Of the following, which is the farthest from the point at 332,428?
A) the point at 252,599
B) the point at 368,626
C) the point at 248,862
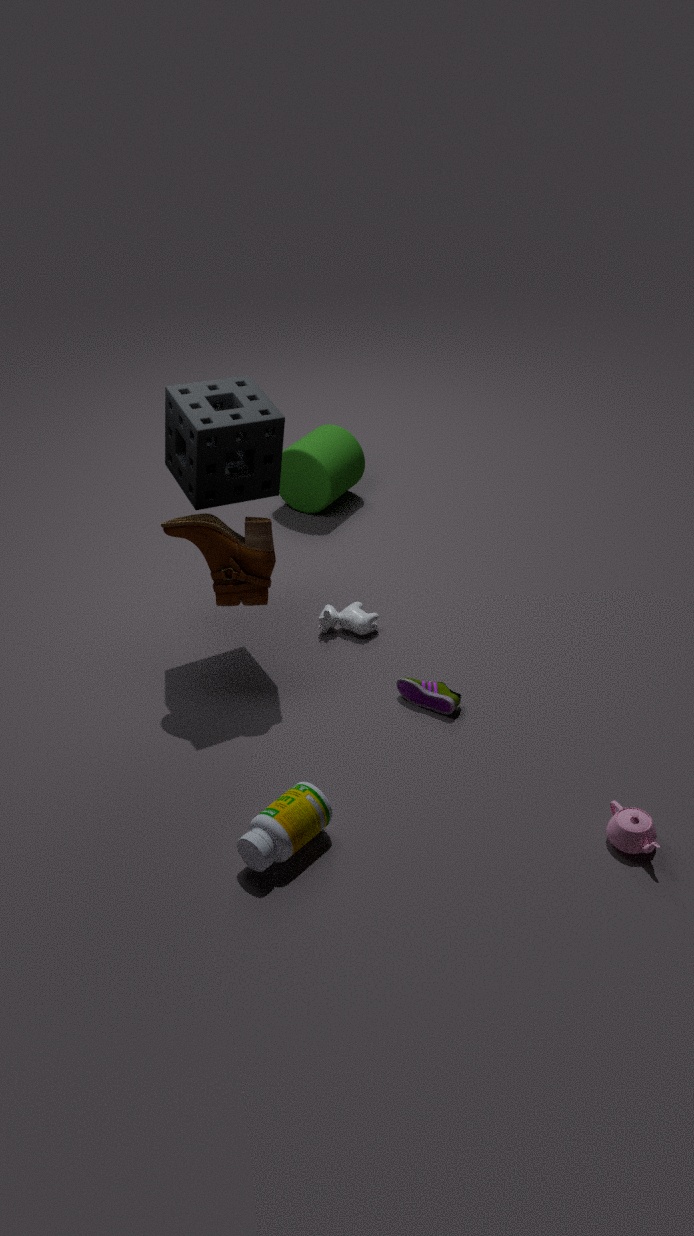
the point at 248,862
